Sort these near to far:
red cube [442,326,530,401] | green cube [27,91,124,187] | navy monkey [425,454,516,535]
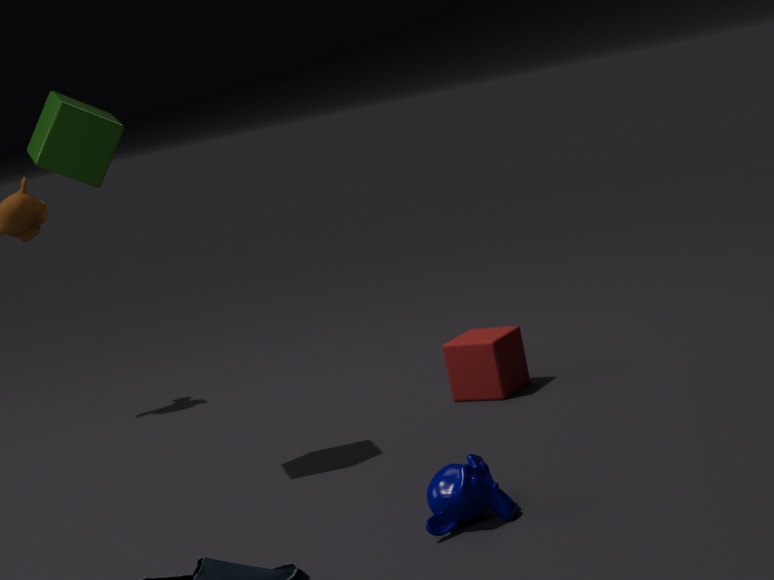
navy monkey [425,454,516,535] → green cube [27,91,124,187] → red cube [442,326,530,401]
